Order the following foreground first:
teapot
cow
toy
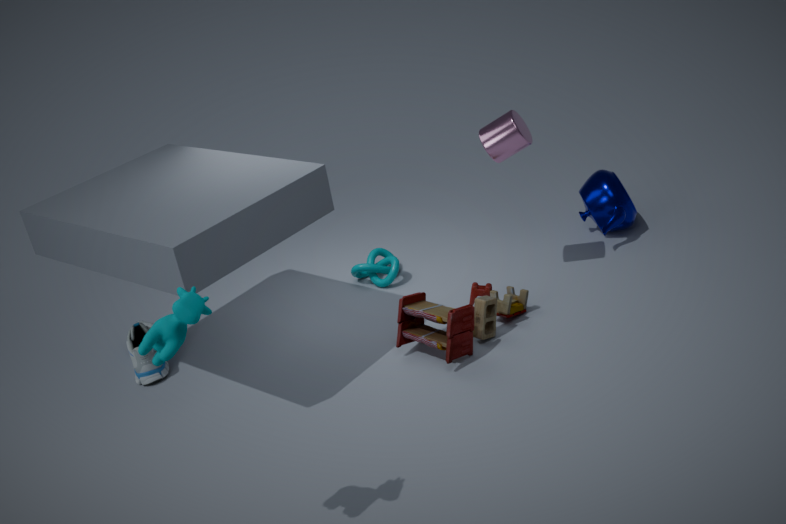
cow → toy → teapot
